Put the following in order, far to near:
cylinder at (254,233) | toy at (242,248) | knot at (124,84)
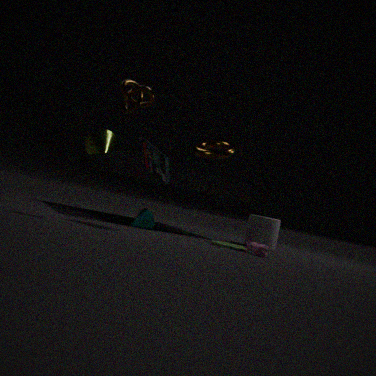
cylinder at (254,233), toy at (242,248), knot at (124,84)
